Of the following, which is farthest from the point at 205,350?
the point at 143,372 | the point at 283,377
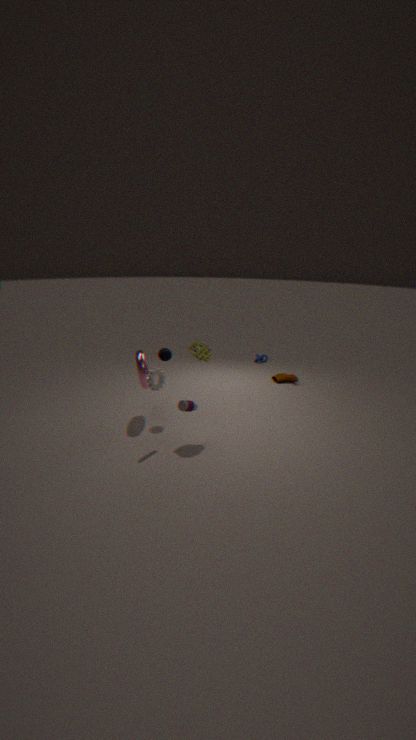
the point at 283,377
